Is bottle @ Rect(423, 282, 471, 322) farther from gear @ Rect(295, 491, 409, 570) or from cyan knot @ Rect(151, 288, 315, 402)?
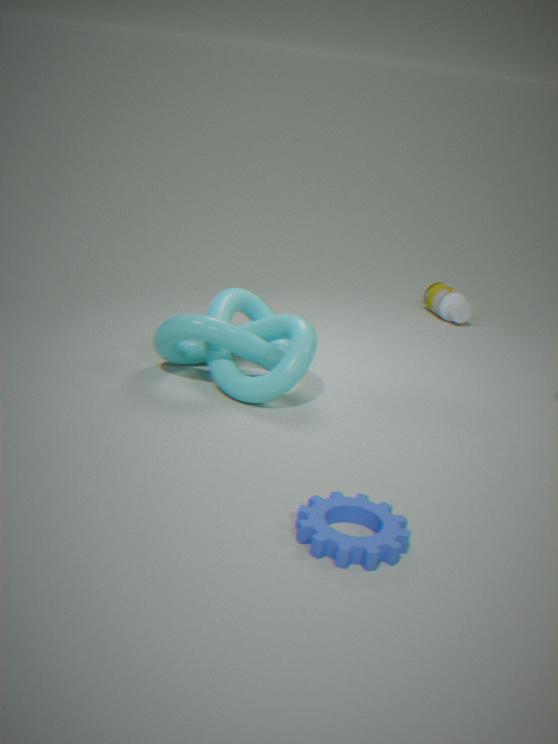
gear @ Rect(295, 491, 409, 570)
